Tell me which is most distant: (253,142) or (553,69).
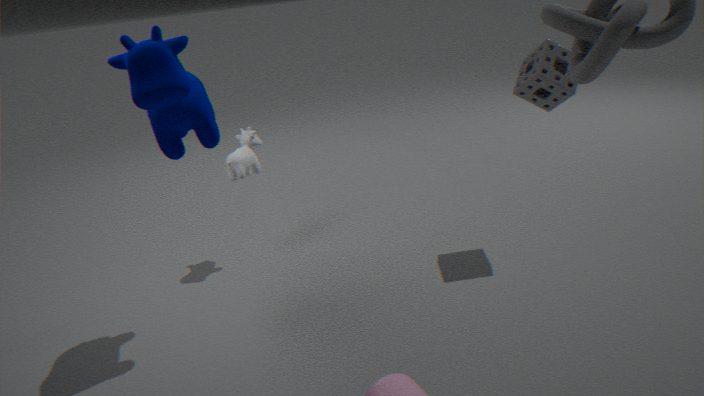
(253,142)
